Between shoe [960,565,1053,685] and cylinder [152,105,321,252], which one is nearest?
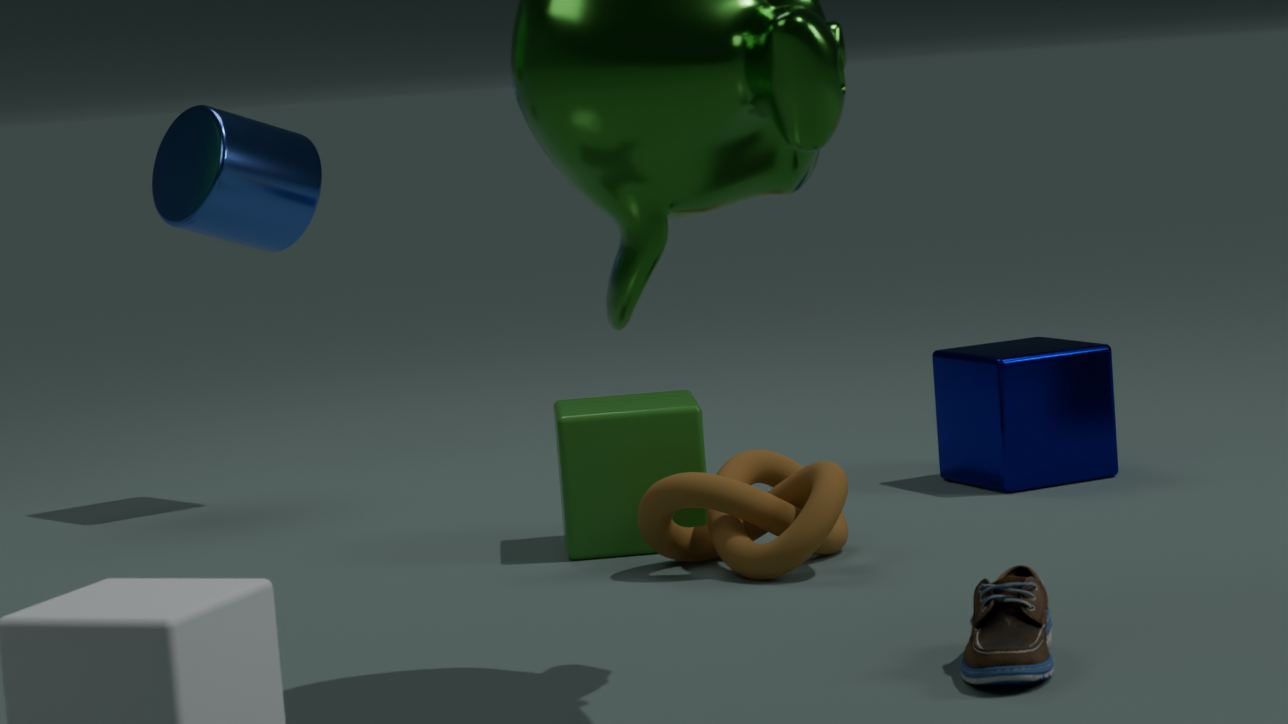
shoe [960,565,1053,685]
